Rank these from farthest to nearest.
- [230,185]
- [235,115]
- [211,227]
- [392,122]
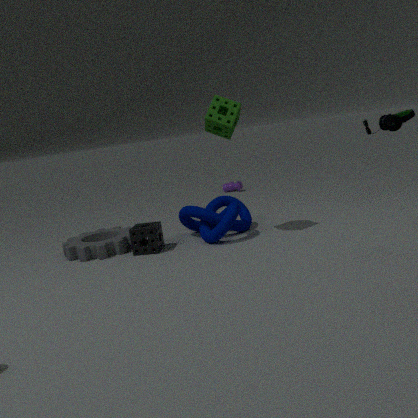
1. [230,185]
2. [211,227]
3. [235,115]
4. [392,122]
